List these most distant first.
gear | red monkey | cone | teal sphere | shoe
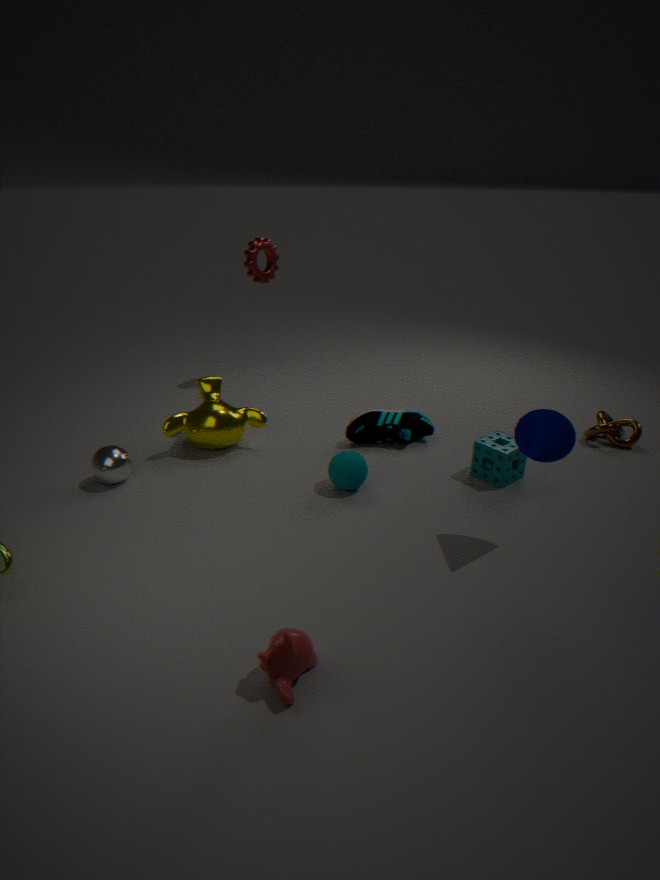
1. gear
2. shoe
3. teal sphere
4. cone
5. red monkey
